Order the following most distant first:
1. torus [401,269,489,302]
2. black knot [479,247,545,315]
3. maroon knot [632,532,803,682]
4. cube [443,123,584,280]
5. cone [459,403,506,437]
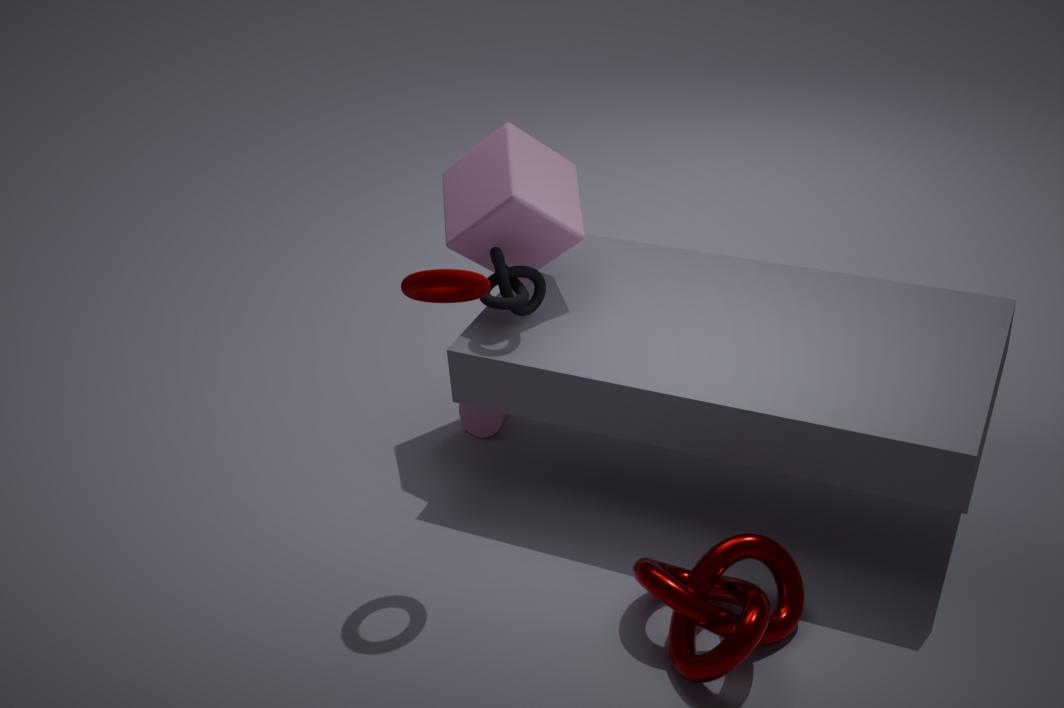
1. cone [459,403,506,437]
2. cube [443,123,584,280]
3. black knot [479,247,545,315]
4. torus [401,269,489,302]
5. maroon knot [632,532,803,682]
